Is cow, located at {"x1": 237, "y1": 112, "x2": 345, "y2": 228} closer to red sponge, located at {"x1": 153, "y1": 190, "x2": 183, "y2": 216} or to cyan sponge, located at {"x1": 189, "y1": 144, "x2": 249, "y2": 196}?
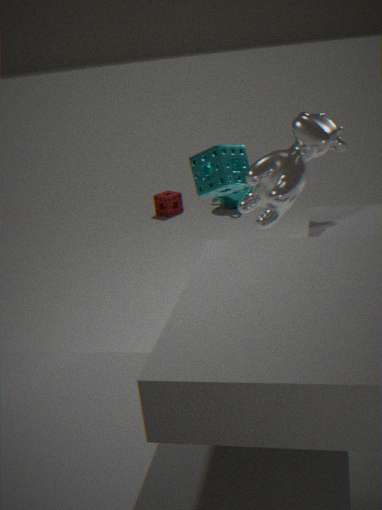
cyan sponge, located at {"x1": 189, "y1": 144, "x2": 249, "y2": 196}
